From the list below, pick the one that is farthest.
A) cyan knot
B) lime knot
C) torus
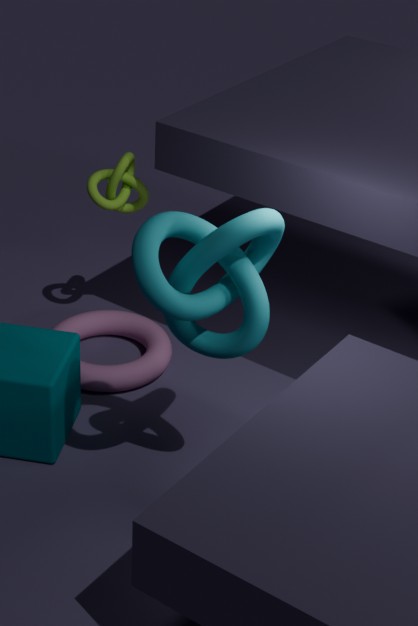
lime knot
